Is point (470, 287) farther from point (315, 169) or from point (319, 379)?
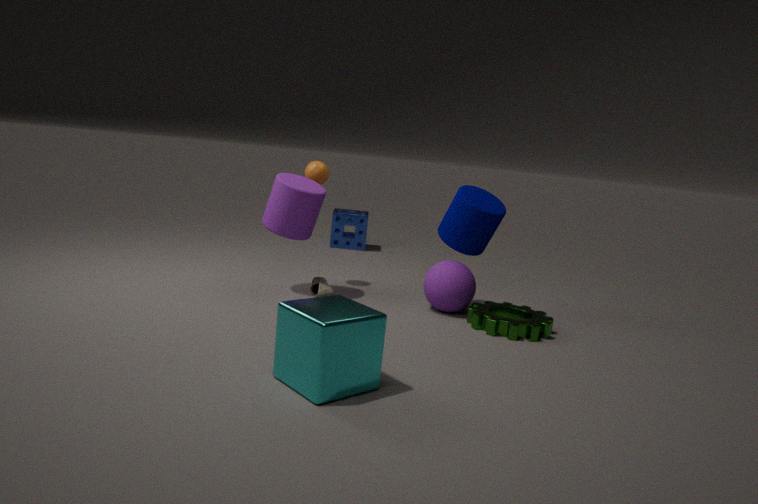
point (319, 379)
